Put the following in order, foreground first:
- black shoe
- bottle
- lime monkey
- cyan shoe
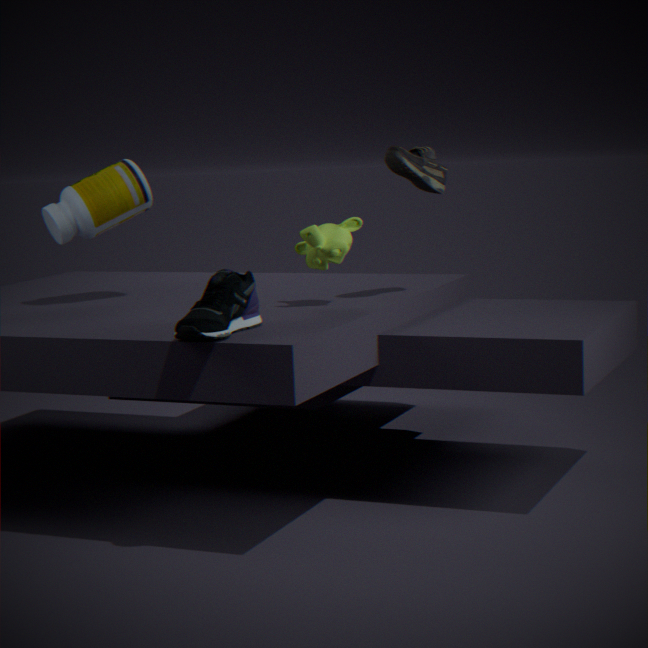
cyan shoe < lime monkey < black shoe < bottle
